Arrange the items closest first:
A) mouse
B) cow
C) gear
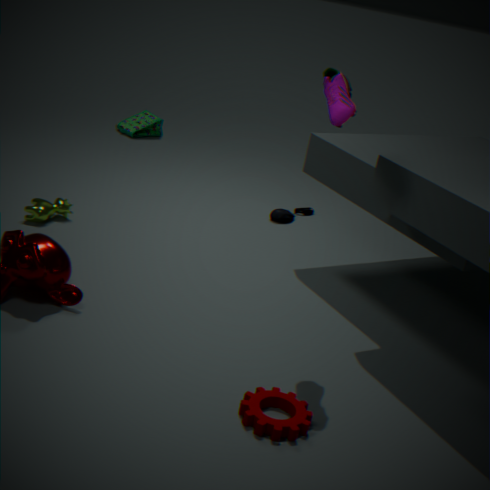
1. gear
2. cow
3. mouse
